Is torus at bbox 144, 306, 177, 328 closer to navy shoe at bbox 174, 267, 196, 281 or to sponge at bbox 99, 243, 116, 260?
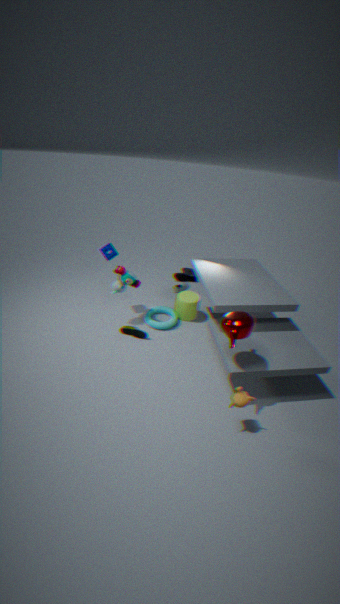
sponge at bbox 99, 243, 116, 260
